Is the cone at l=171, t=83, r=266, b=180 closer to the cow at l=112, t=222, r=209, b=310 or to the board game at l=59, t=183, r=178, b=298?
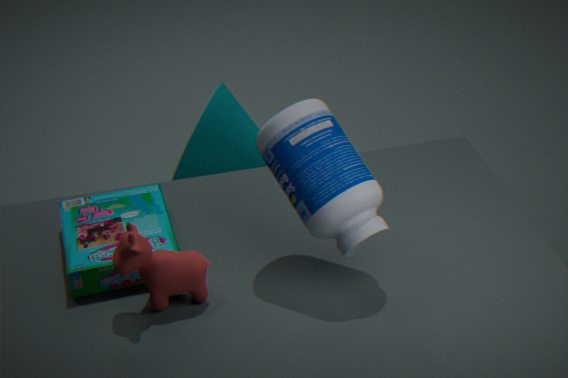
the board game at l=59, t=183, r=178, b=298
